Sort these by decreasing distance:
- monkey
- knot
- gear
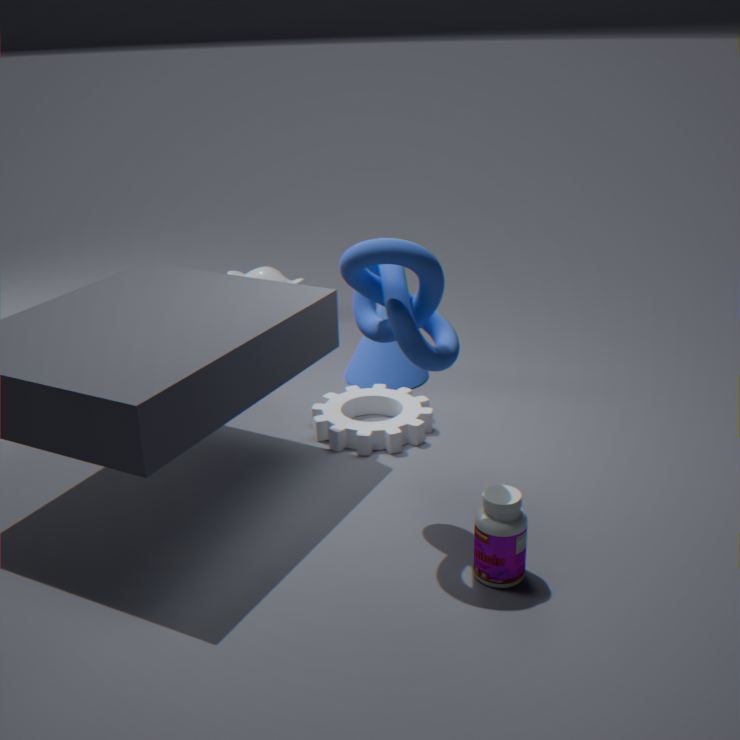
monkey < gear < knot
